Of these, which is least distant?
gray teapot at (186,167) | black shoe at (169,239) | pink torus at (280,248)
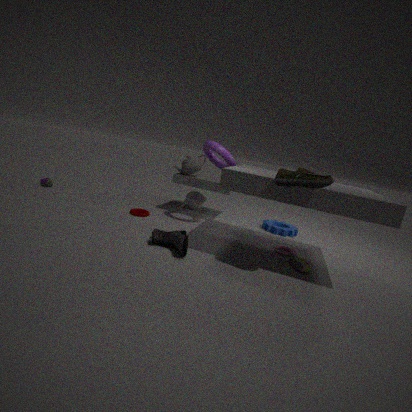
black shoe at (169,239)
